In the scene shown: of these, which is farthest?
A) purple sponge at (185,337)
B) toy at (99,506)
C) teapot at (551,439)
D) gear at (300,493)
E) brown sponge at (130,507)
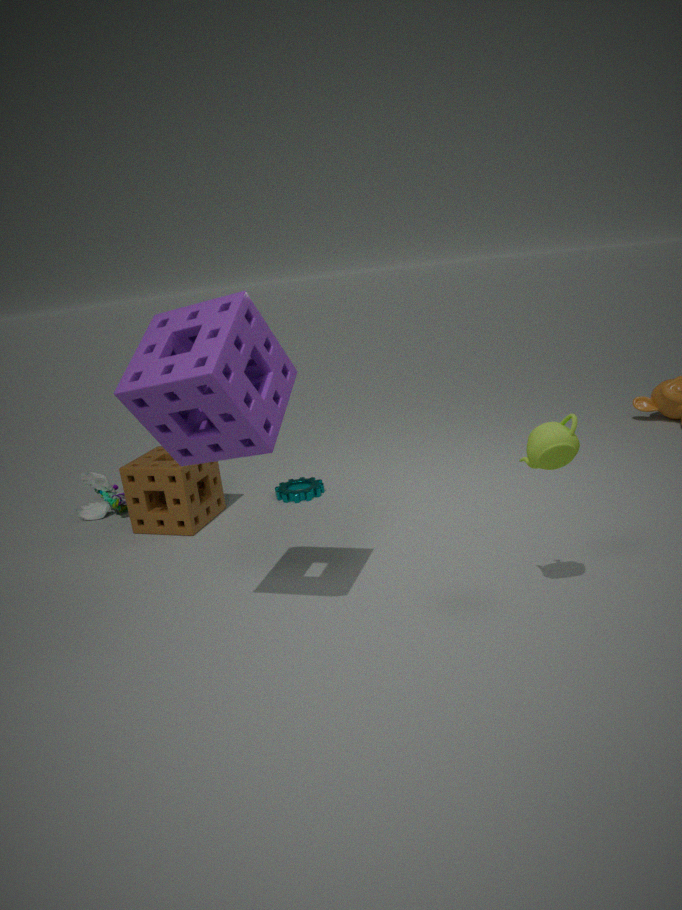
toy at (99,506)
